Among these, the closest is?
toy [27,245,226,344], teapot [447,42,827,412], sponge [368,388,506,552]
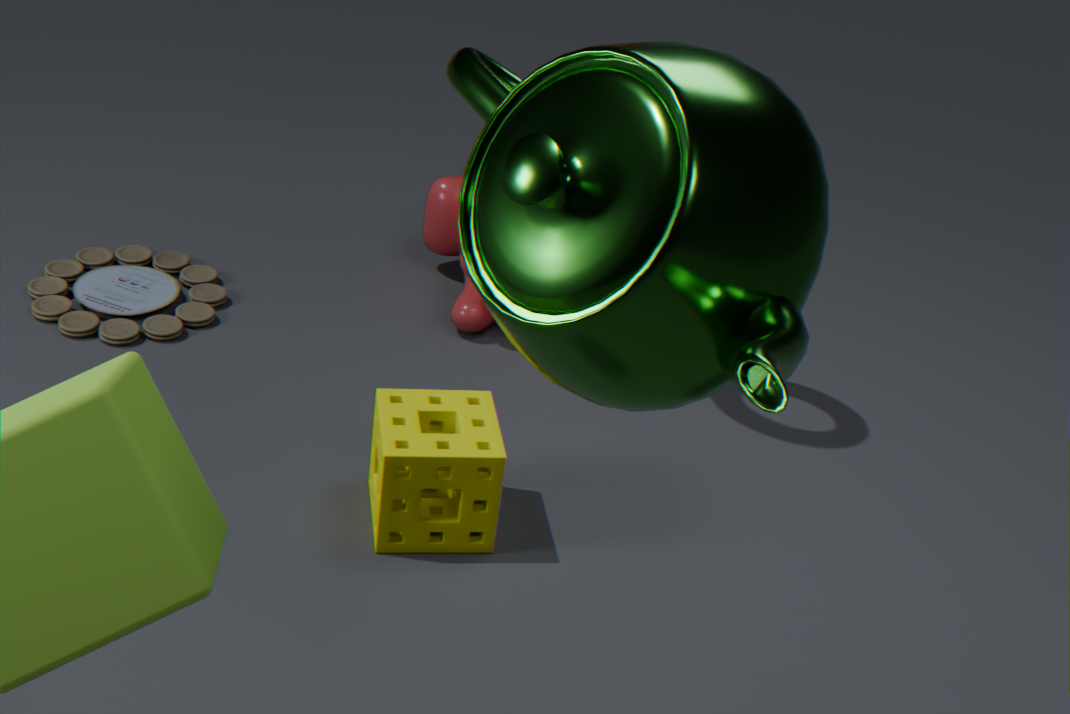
teapot [447,42,827,412]
